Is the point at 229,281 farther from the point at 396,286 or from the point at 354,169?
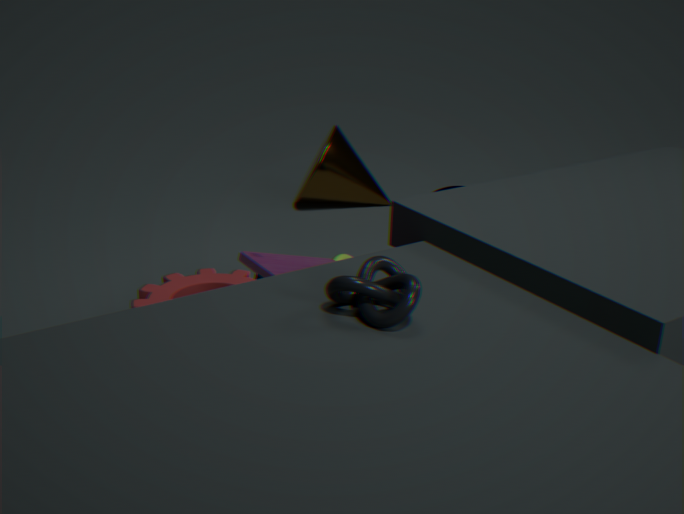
the point at 354,169
